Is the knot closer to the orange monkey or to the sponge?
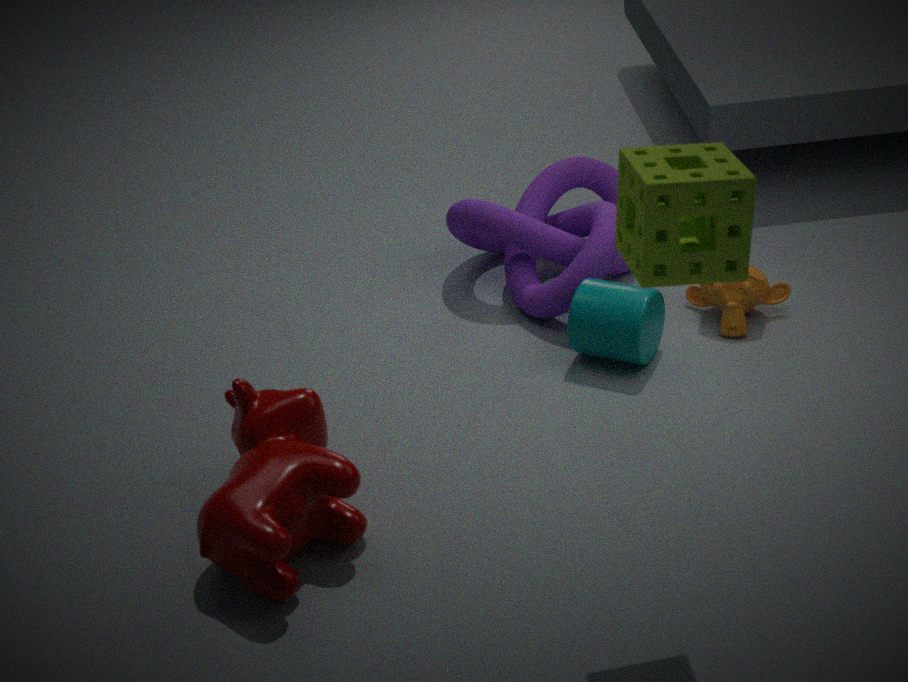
the orange monkey
